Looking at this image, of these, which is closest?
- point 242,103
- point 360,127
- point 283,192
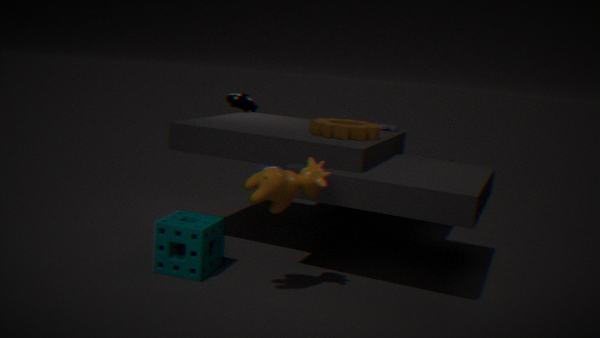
point 283,192
